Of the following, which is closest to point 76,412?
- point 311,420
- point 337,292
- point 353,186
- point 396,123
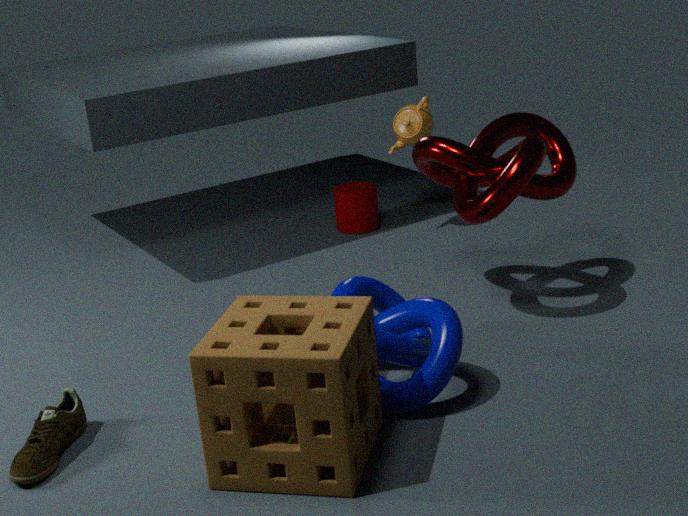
point 311,420
